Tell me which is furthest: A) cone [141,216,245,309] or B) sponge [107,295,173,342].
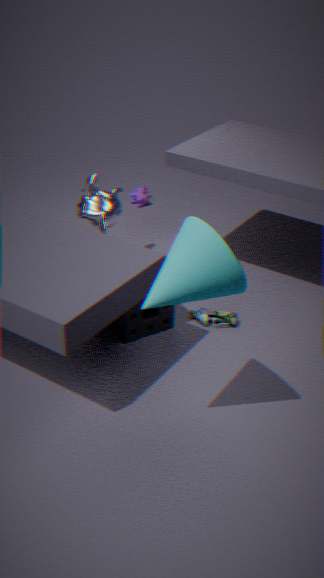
B. sponge [107,295,173,342]
